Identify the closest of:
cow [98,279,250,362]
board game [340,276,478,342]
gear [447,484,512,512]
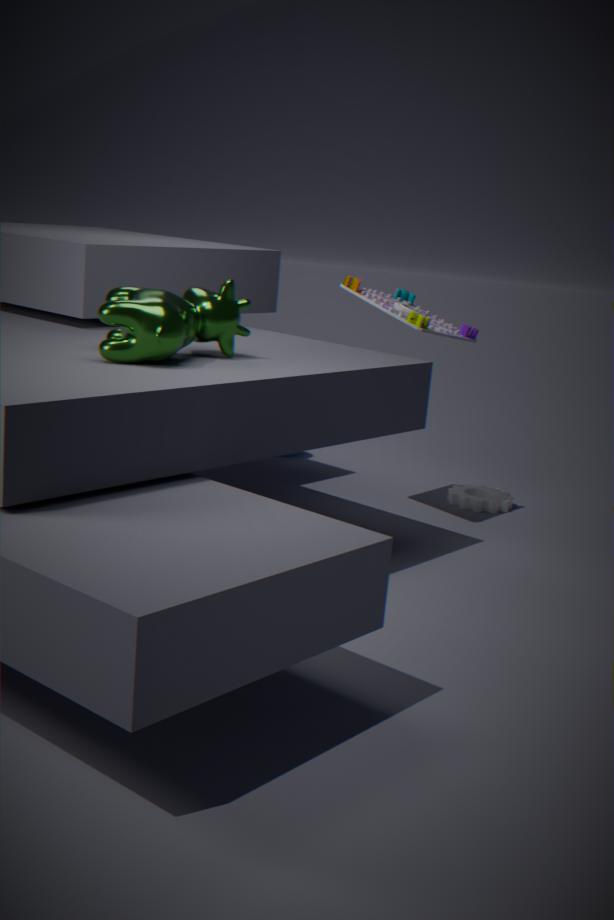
cow [98,279,250,362]
